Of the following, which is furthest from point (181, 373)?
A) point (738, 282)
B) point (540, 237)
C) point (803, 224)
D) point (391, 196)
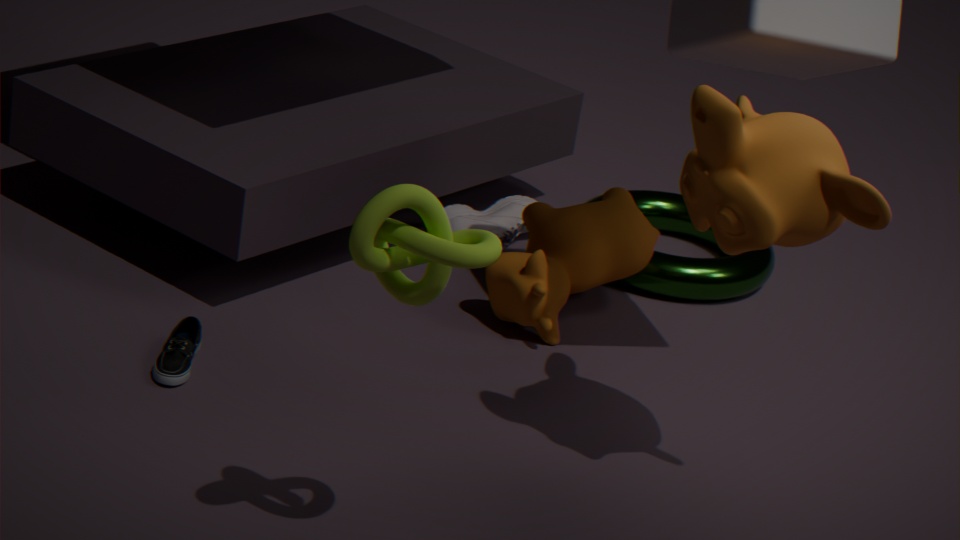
point (738, 282)
